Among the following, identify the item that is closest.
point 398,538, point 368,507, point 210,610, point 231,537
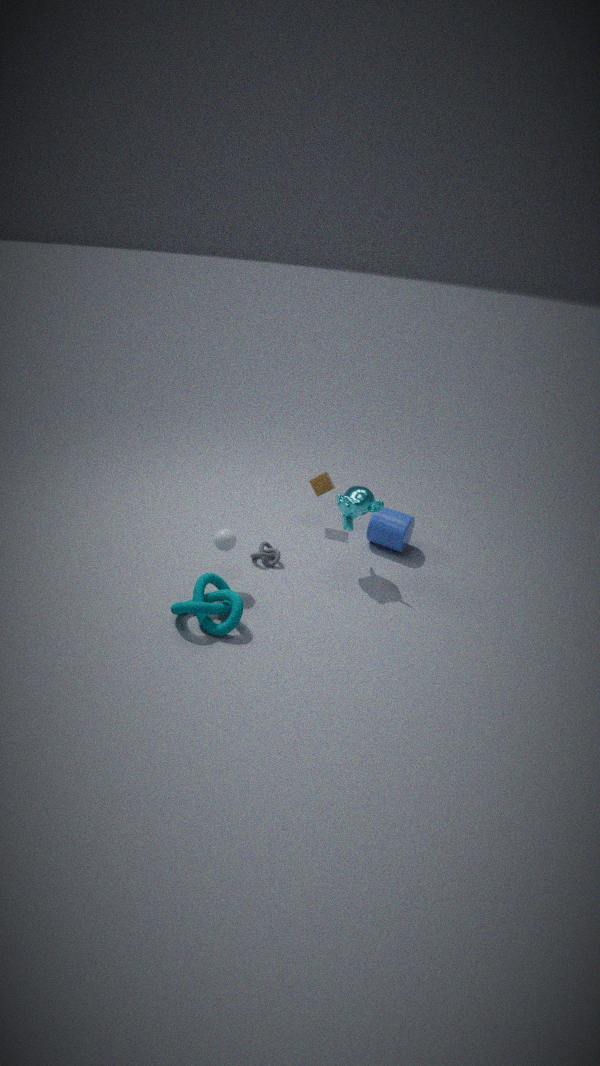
point 210,610
